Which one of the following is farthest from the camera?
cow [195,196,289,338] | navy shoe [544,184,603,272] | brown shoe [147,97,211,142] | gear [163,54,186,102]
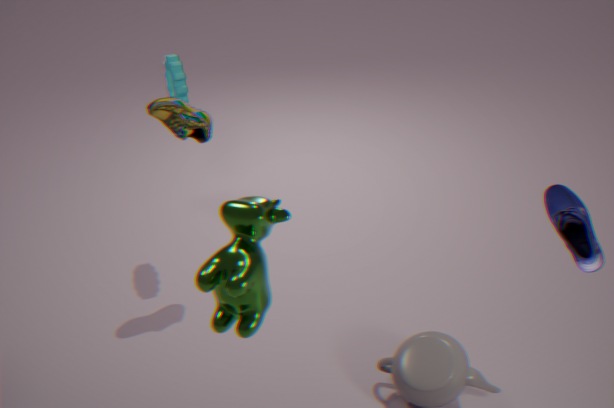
gear [163,54,186,102]
